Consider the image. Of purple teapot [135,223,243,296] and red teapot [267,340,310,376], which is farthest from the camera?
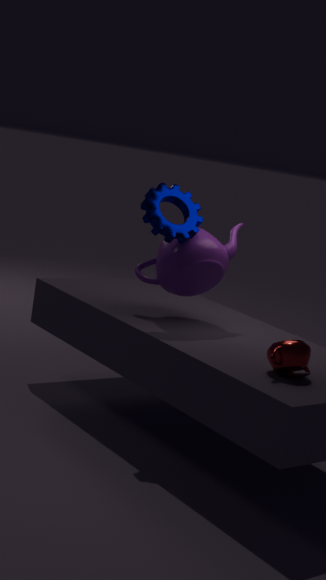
purple teapot [135,223,243,296]
